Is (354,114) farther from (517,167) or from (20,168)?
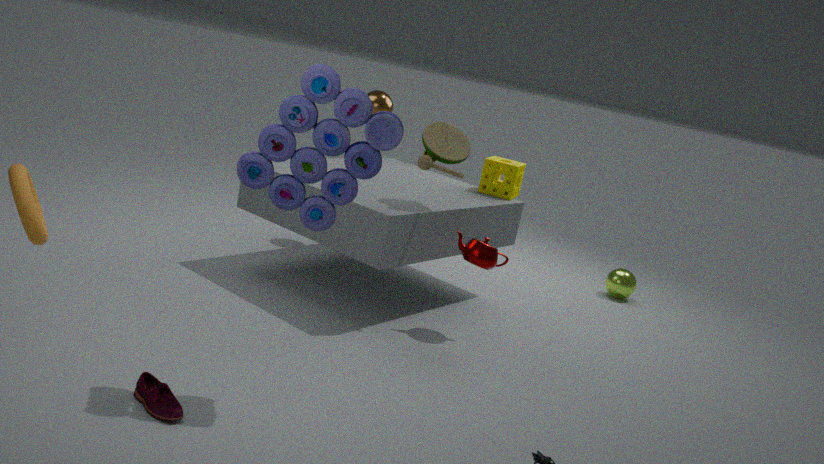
(517,167)
